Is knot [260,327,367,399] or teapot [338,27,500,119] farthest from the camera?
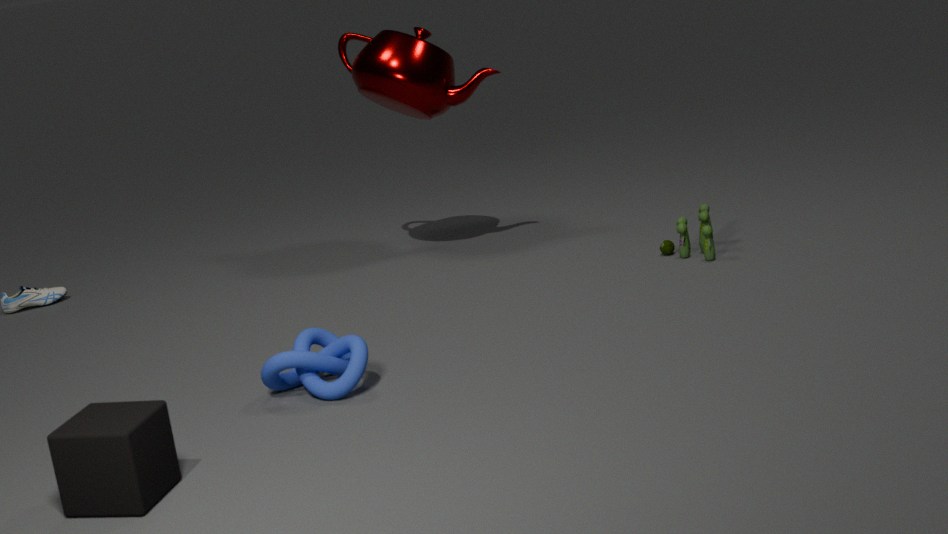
teapot [338,27,500,119]
